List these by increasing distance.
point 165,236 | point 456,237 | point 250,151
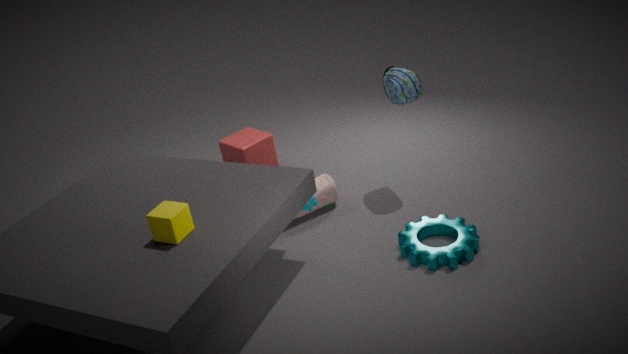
point 165,236, point 456,237, point 250,151
